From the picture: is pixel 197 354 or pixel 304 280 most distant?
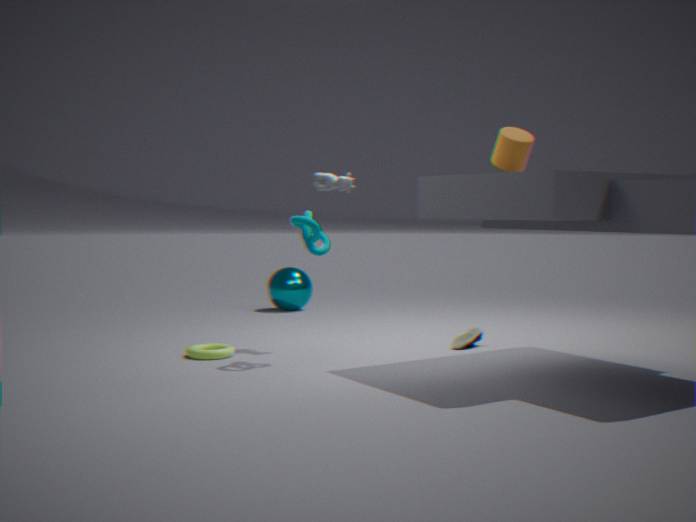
pixel 304 280
